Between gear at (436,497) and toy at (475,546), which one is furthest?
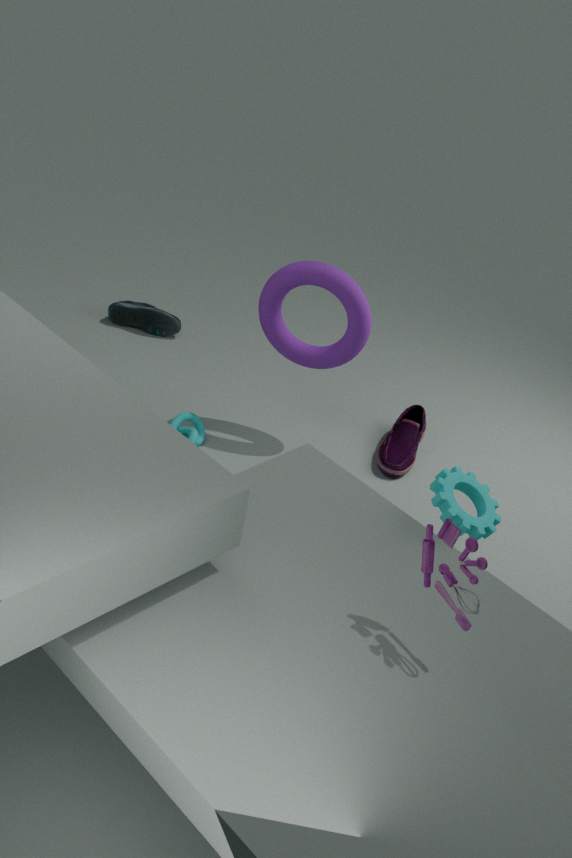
gear at (436,497)
